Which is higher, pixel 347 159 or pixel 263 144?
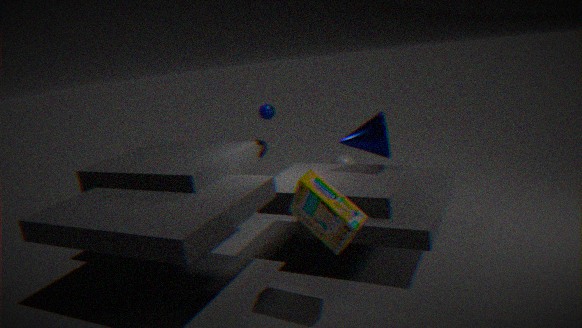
pixel 263 144
